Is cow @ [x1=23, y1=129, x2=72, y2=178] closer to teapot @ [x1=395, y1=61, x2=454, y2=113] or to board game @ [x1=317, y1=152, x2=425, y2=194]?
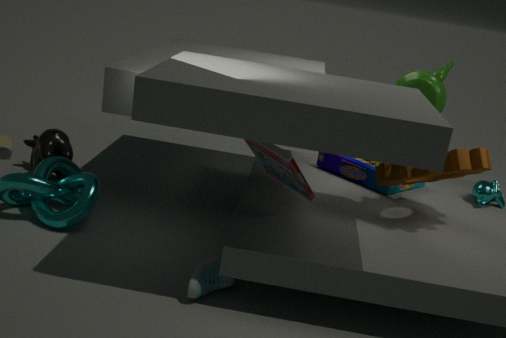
board game @ [x1=317, y1=152, x2=425, y2=194]
